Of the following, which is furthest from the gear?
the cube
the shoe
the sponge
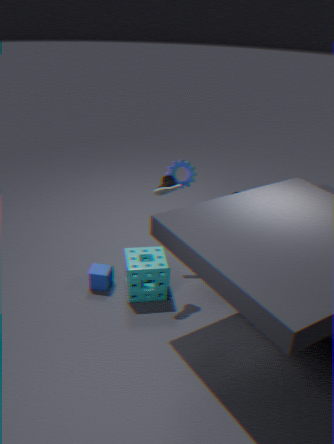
the cube
